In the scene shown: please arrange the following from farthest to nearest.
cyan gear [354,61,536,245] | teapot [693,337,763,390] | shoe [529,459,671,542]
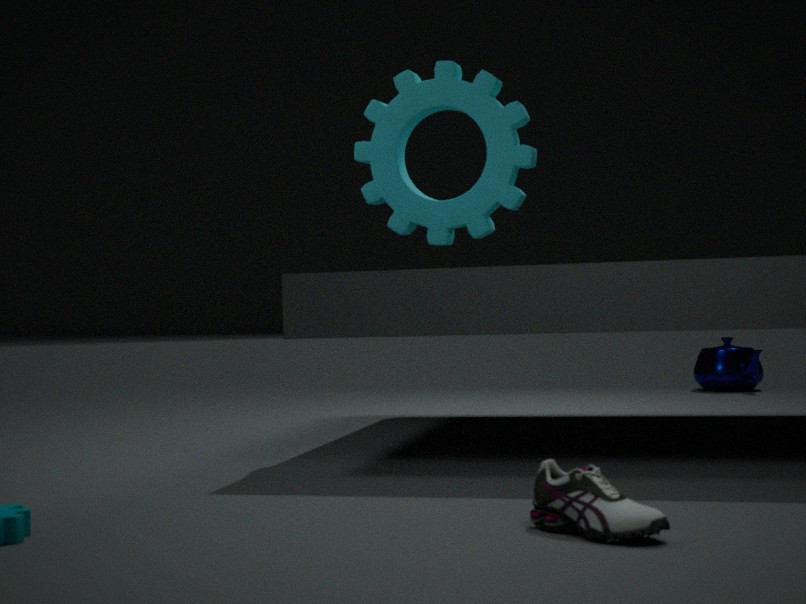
teapot [693,337,763,390], cyan gear [354,61,536,245], shoe [529,459,671,542]
